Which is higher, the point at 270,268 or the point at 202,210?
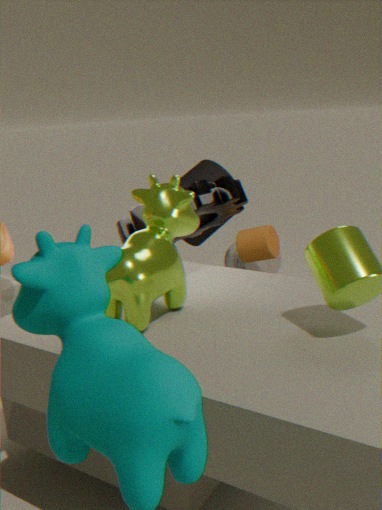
the point at 202,210
